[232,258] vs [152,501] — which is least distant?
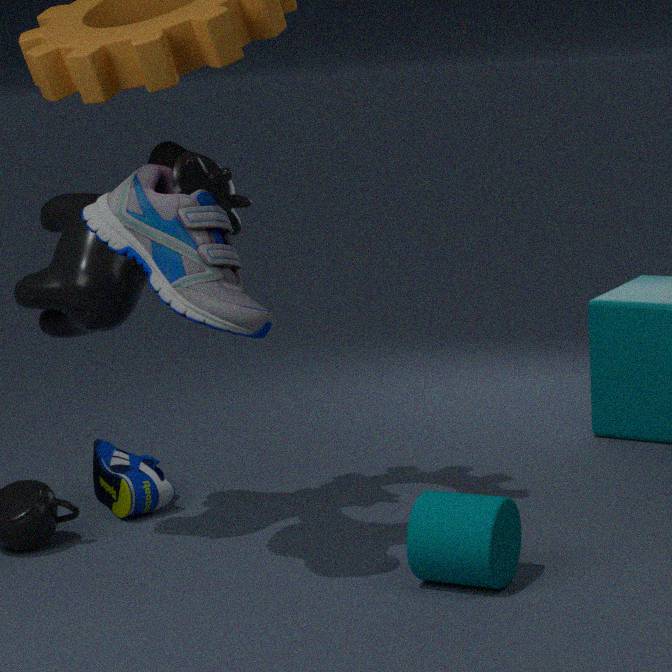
[232,258]
